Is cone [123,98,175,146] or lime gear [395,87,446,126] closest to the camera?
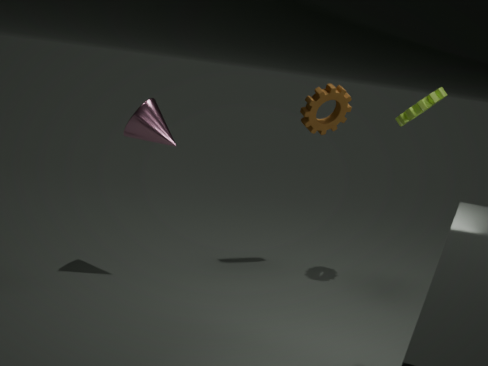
cone [123,98,175,146]
